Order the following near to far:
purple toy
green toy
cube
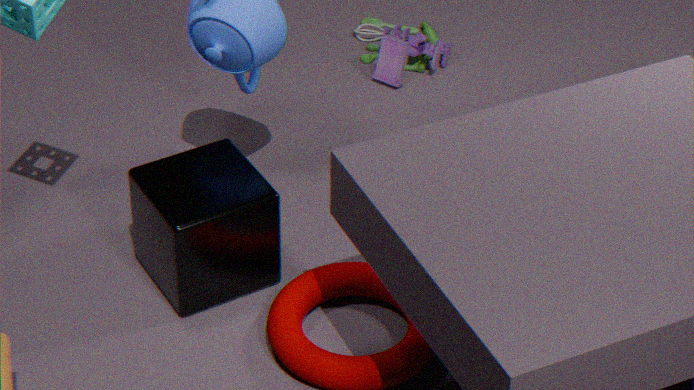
cube
purple toy
green toy
